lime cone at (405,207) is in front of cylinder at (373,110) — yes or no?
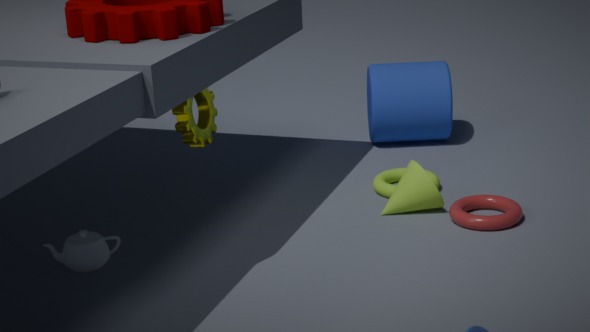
Yes
